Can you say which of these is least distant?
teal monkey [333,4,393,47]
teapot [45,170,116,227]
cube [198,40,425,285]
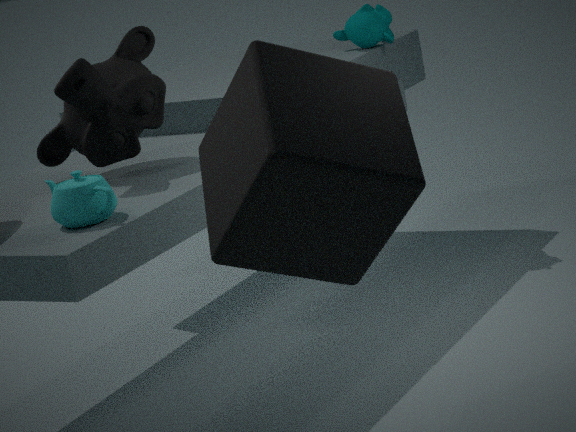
cube [198,40,425,285]
